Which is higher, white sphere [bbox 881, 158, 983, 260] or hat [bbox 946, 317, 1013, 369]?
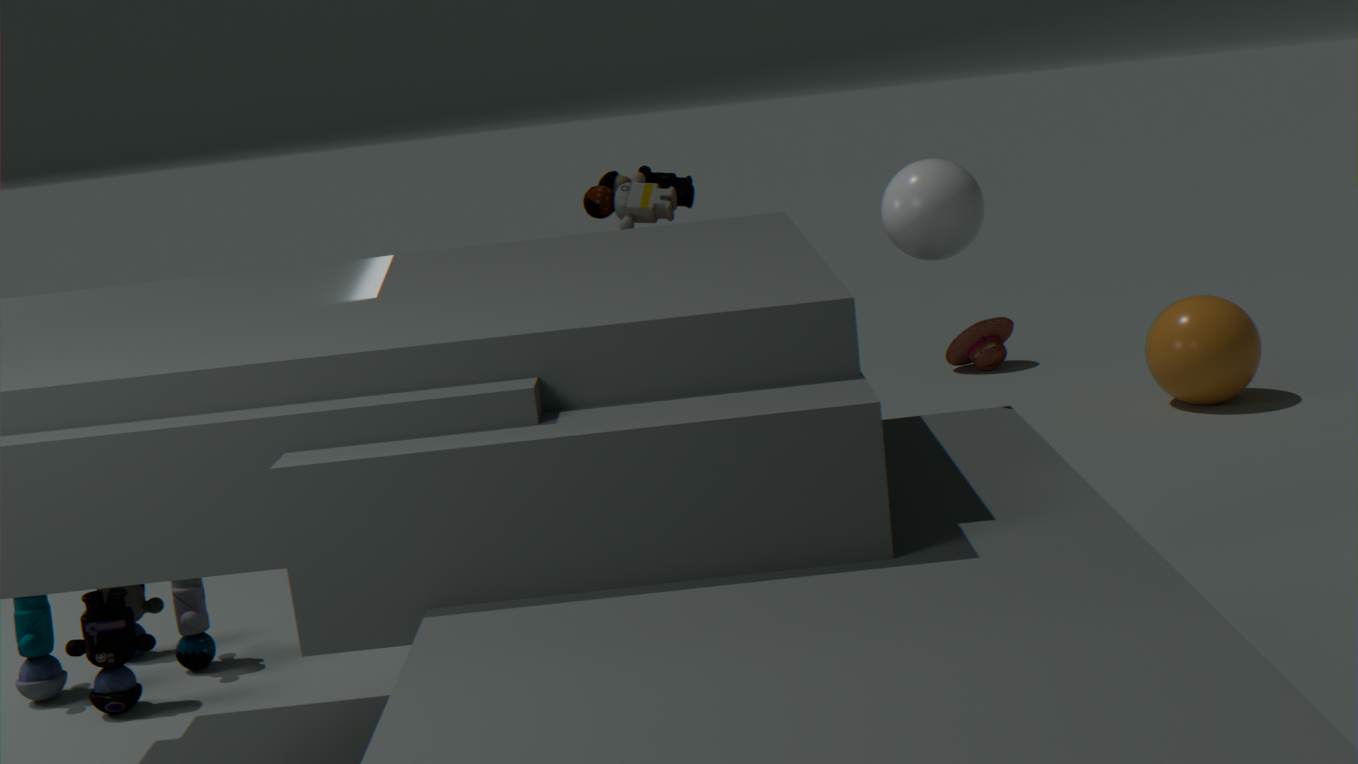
white sphere [bbox 881, 158, 983, 260]
